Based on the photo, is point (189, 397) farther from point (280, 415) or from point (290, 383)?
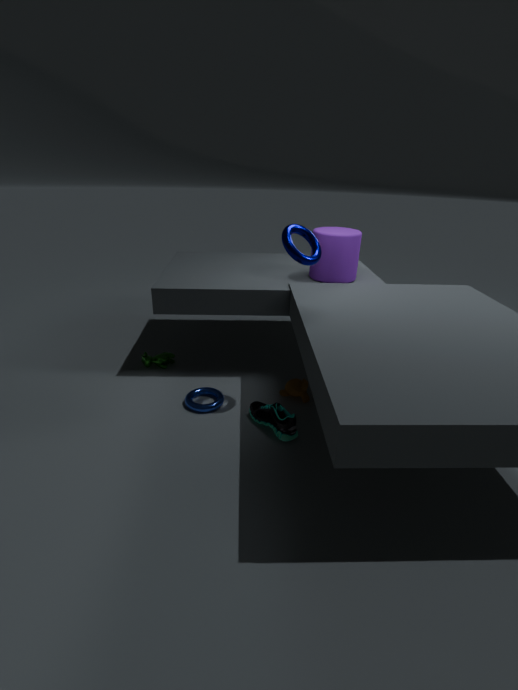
point (290, 383)
